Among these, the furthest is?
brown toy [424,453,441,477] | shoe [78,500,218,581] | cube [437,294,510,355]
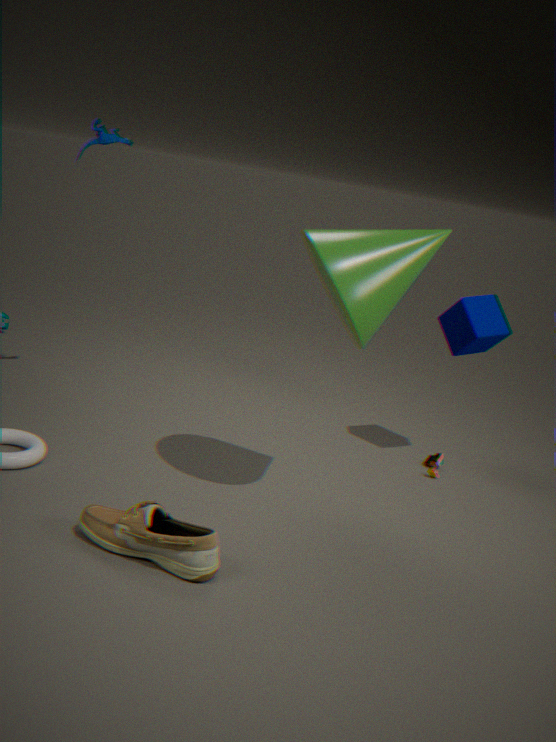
brown toy [424,453,441,477]
